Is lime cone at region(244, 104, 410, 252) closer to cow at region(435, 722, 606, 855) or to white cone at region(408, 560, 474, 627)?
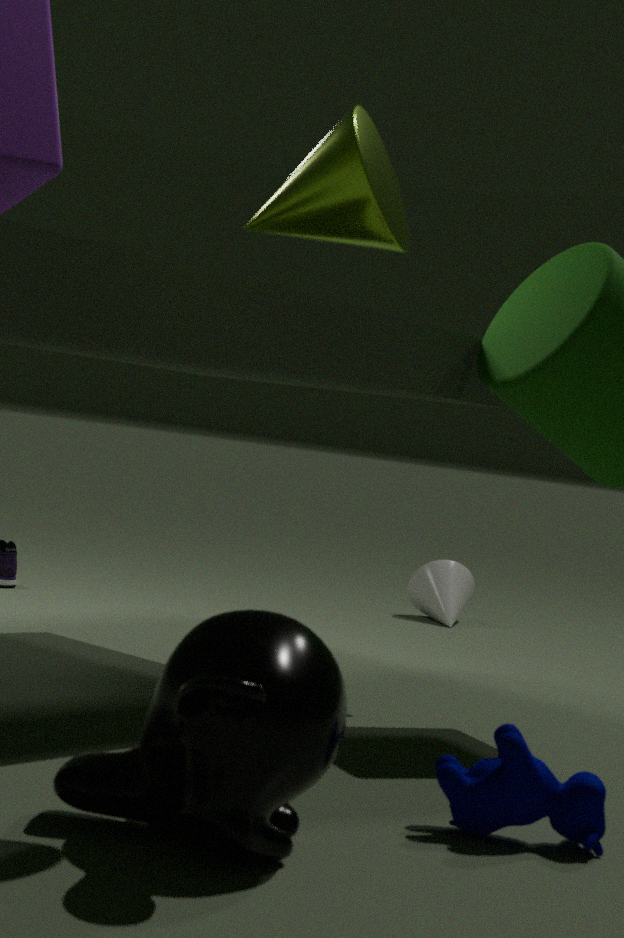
cow at region(435, 722, 606, 855)
